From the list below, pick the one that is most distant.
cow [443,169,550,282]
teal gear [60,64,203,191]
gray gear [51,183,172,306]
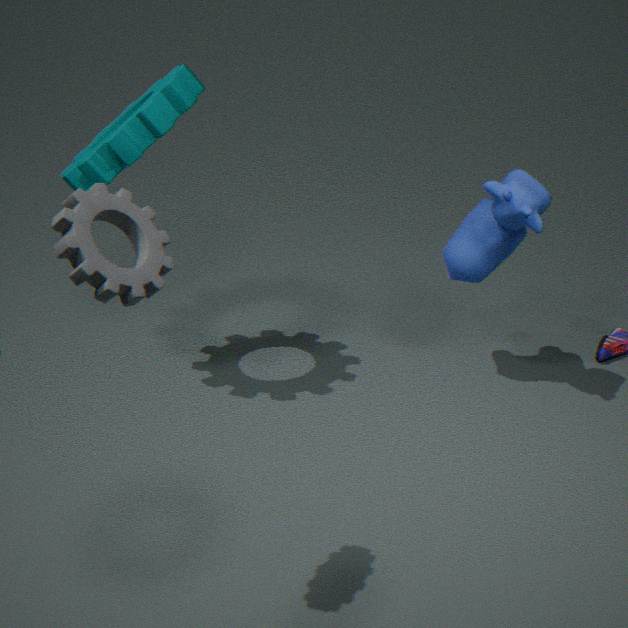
cow [443,169,550,282]
